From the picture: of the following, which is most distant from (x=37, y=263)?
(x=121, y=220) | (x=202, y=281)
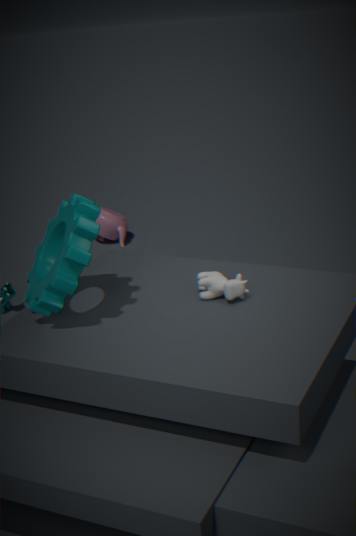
(x=121, y=220)
